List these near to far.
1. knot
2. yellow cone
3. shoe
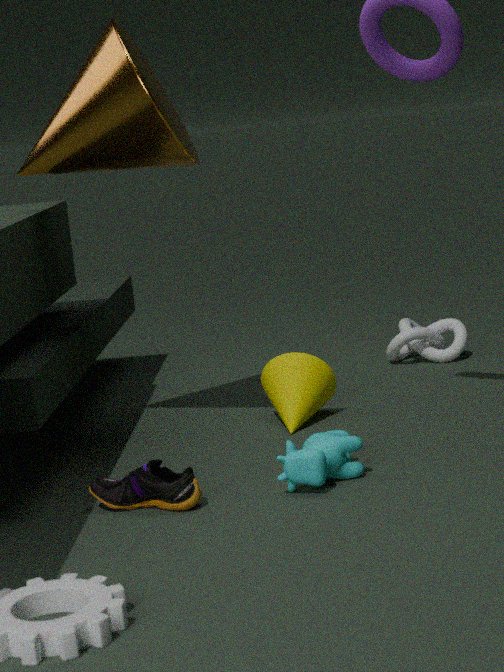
shoe → yellow cone → knot
